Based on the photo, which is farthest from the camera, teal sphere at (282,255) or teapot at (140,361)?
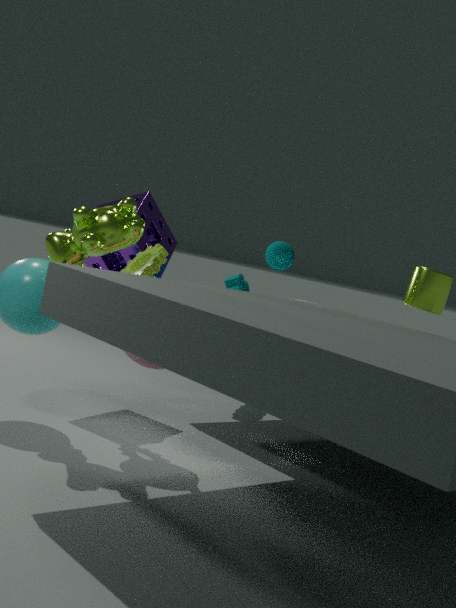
teal sphere at (282,255)
